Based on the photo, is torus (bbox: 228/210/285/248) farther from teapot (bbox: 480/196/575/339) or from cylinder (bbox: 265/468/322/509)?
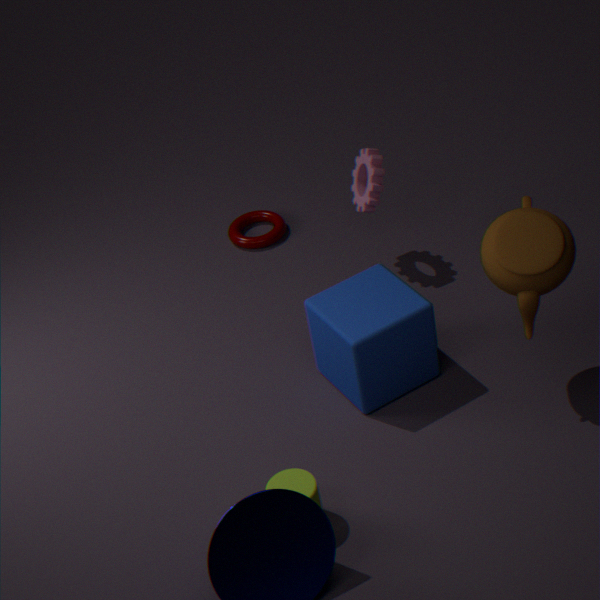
cylinder (bbox: 265/468/322/509)
